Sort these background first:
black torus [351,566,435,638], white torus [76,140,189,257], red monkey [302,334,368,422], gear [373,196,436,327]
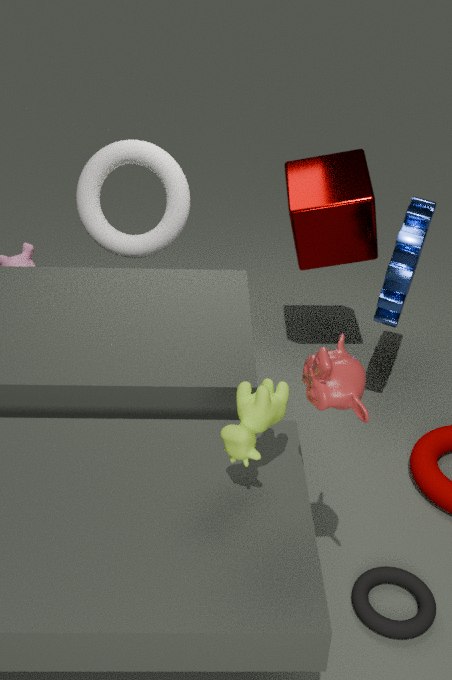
white torus [76,140,189,257] → gear [373,196,436,327] → black torus [351,566,435,638] → red monkey [302,334,368,422]
